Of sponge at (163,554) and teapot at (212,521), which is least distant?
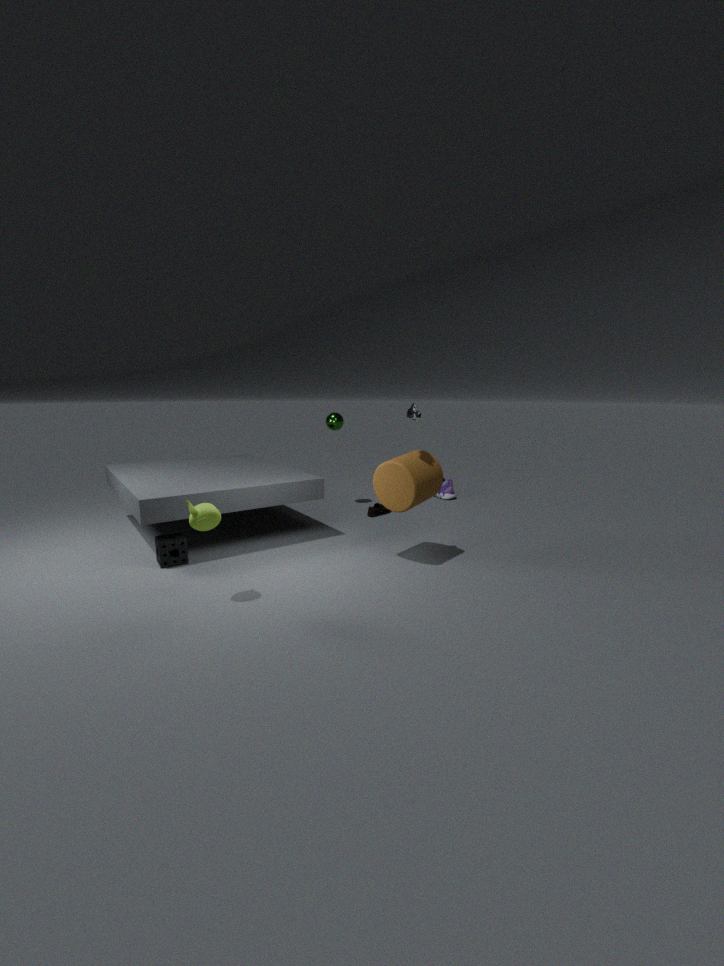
teapot at (212,521)
